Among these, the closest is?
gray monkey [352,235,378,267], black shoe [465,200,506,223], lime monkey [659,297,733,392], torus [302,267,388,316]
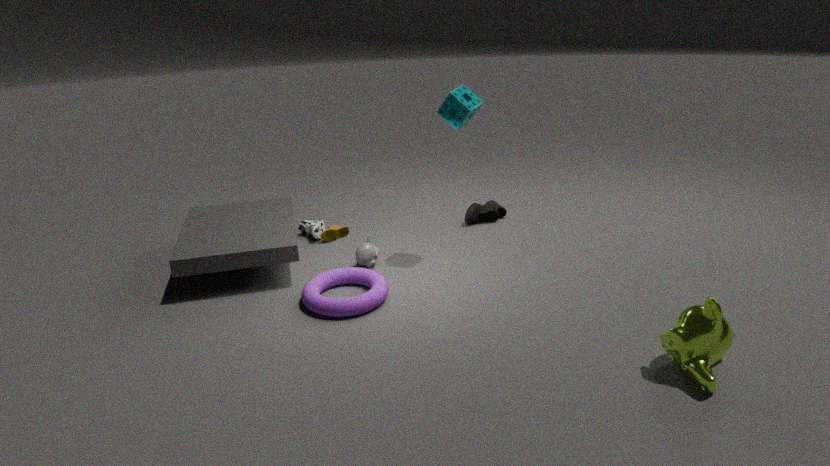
lime monkey [659,297,733,392]
